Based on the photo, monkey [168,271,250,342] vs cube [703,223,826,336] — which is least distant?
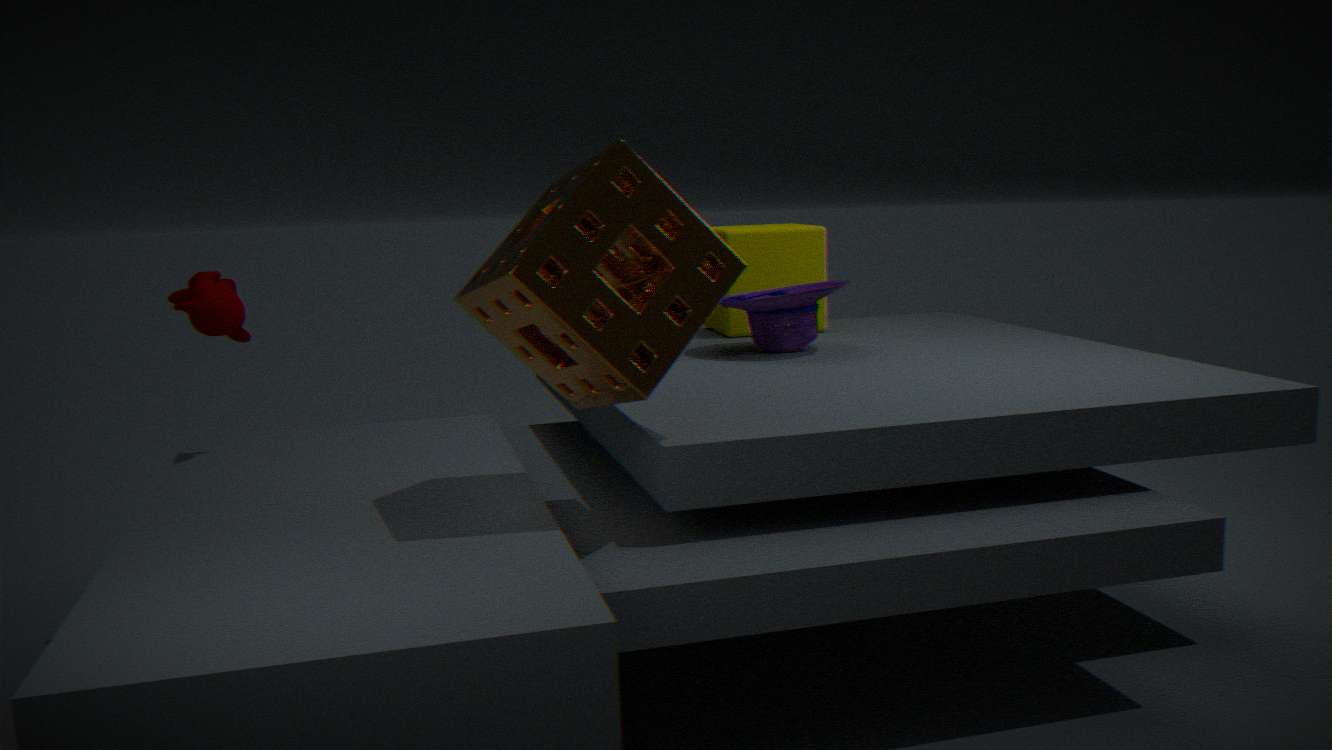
monkey [168,271,250,342]
